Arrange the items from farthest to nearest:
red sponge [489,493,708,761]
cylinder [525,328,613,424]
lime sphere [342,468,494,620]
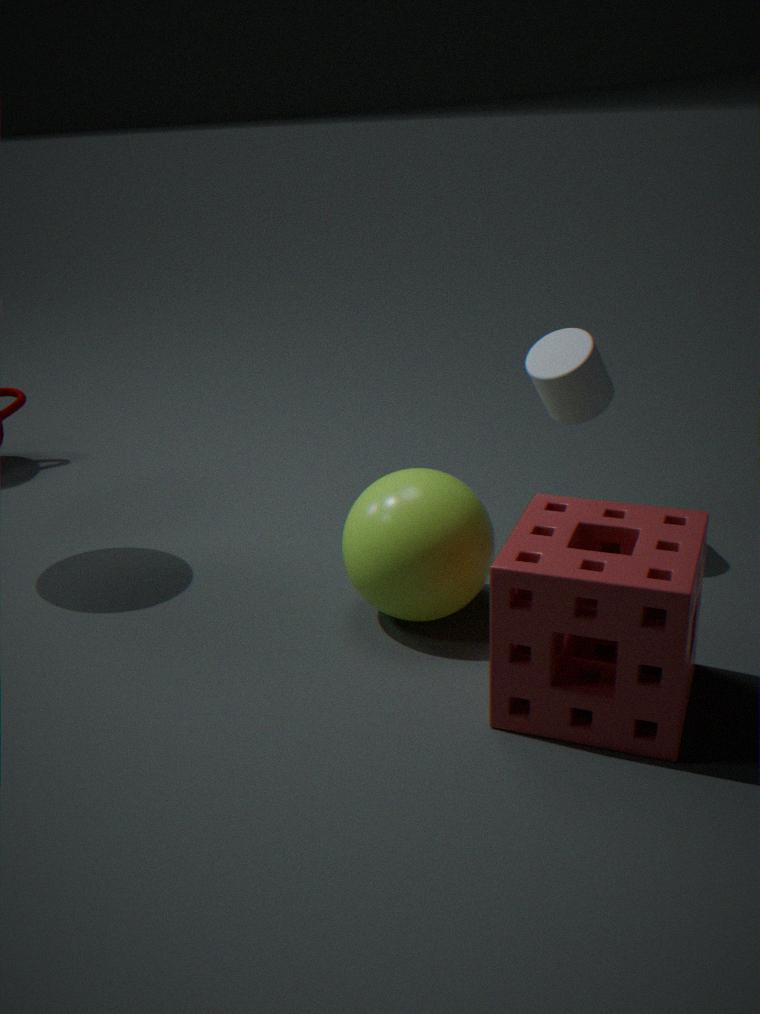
1. cylinder [525,328,613,424]
2. lime sphere [342,468,494,620]
3. red sponge [489,493,708,761]
